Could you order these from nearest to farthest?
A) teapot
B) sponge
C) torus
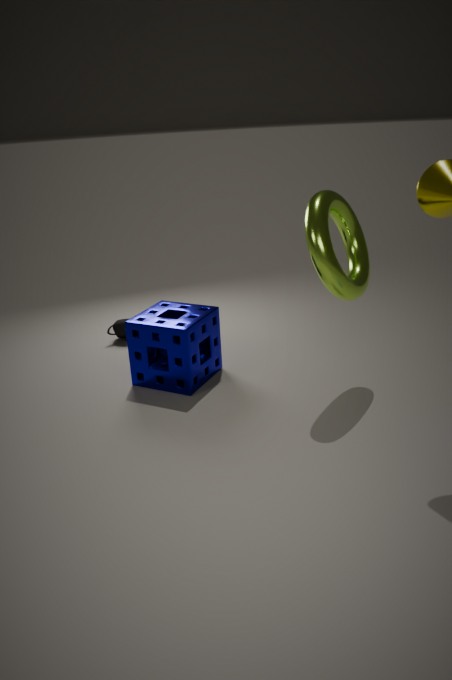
torus, sponge, teapot
